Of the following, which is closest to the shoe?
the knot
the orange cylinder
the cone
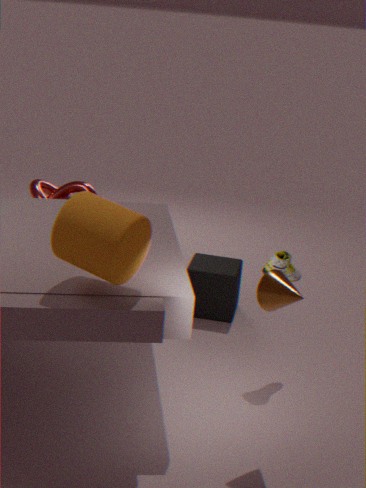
the cone
